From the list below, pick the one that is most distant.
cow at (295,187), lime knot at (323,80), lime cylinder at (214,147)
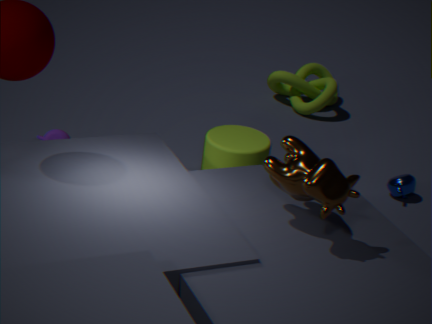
lime knot at (323,80)
